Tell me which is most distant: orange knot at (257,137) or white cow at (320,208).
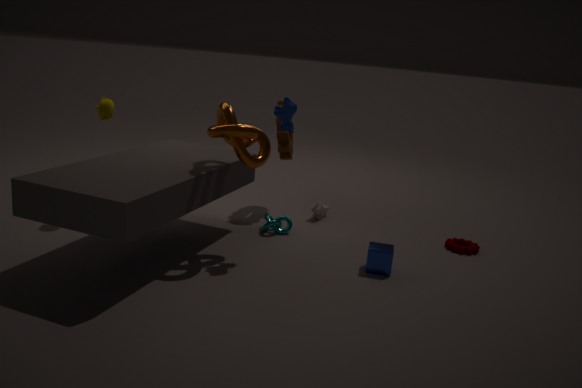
white cow at (320,208)
